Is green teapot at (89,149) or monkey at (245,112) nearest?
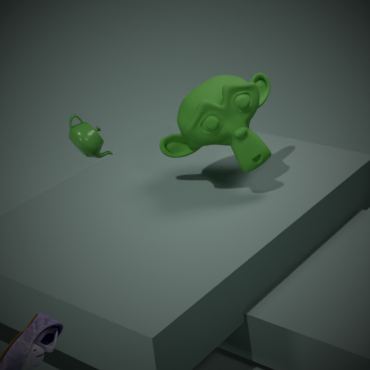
monkey at (245,112)
